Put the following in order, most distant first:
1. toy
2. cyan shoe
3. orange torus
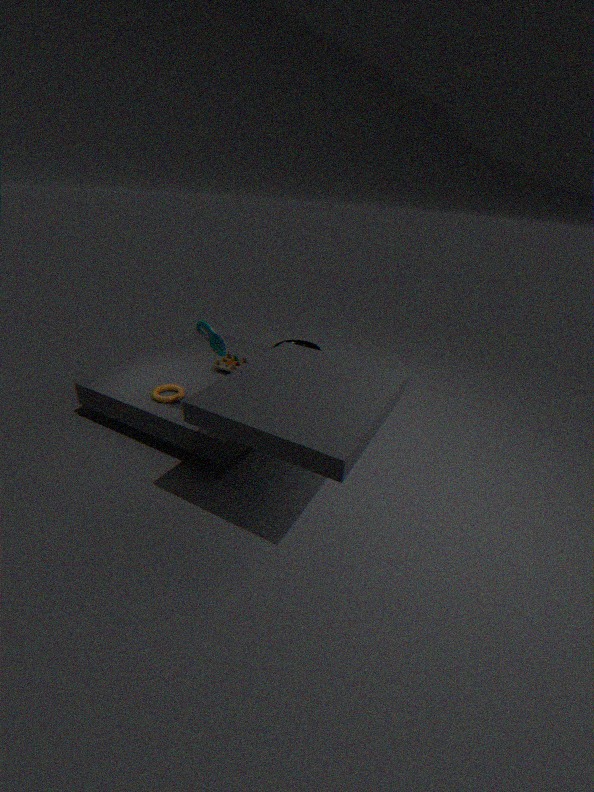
toy, orange torus, cyan shoe
